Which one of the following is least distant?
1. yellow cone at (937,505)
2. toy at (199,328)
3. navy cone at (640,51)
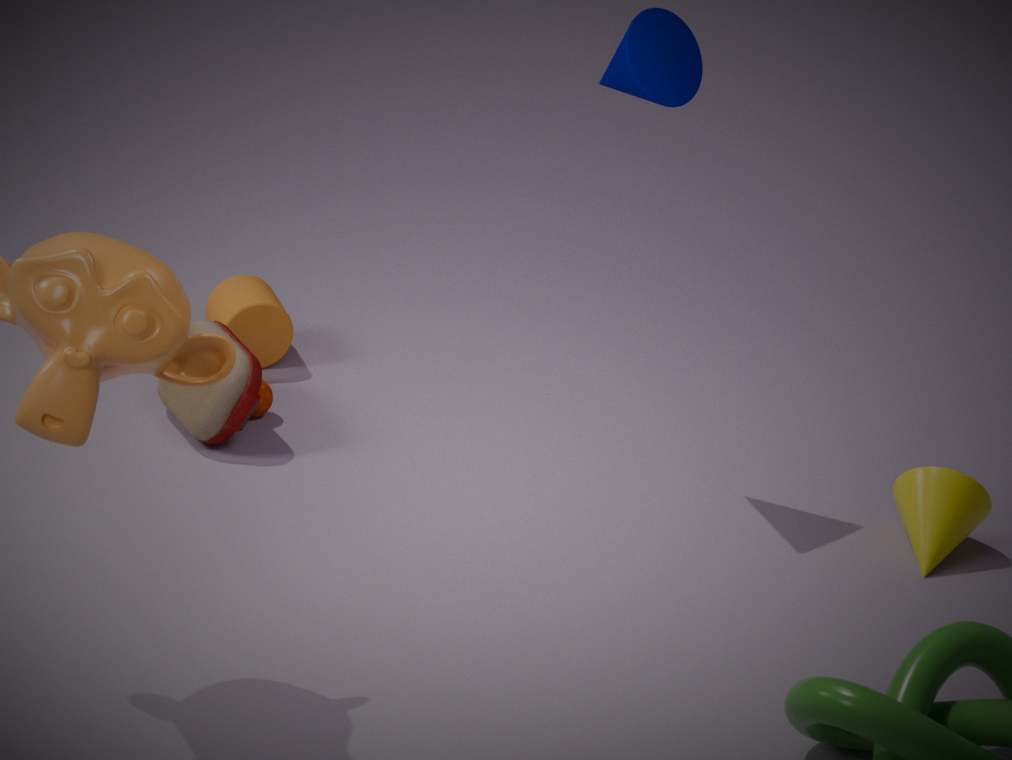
navy cone at (640,51)
